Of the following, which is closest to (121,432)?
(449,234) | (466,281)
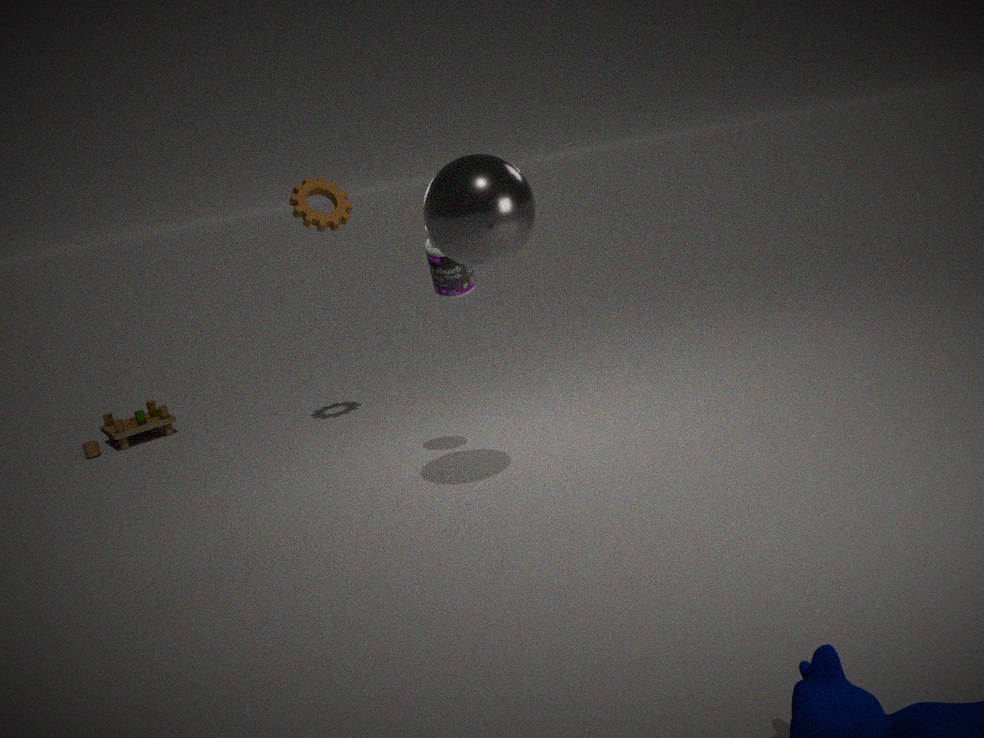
(466,281)
